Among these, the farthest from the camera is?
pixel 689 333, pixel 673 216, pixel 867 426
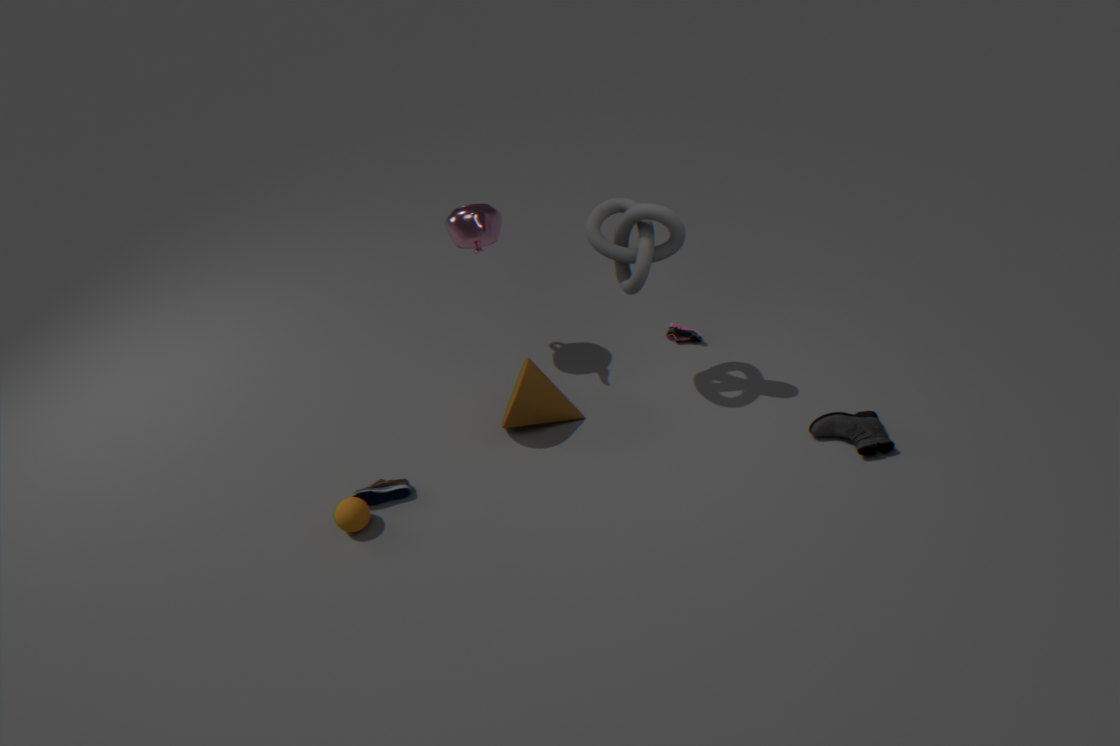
pixel 689 333
